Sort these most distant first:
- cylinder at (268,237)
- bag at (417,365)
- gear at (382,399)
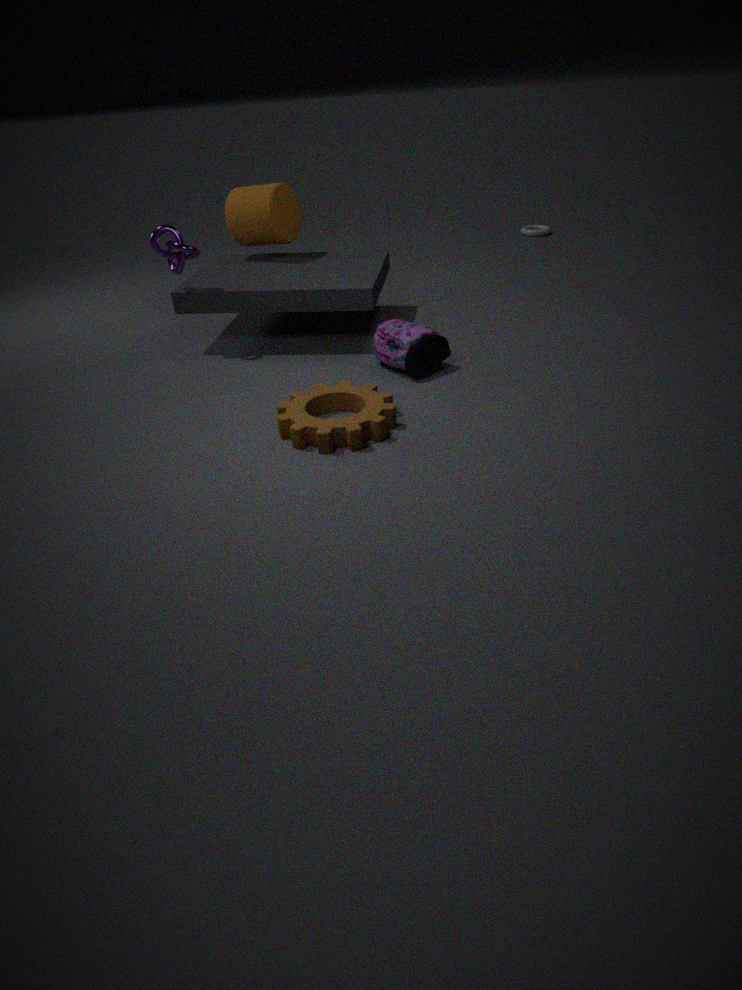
1. cylinder at (268,237)
2. bag at (417,365)
3. gear at (382,399)
